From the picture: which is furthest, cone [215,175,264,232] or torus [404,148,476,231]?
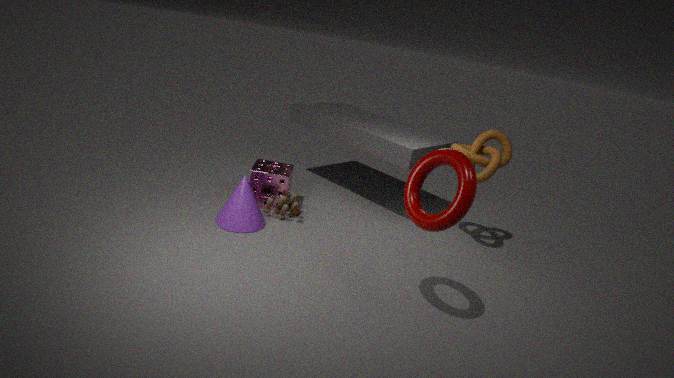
cone [215,175,264,232]
